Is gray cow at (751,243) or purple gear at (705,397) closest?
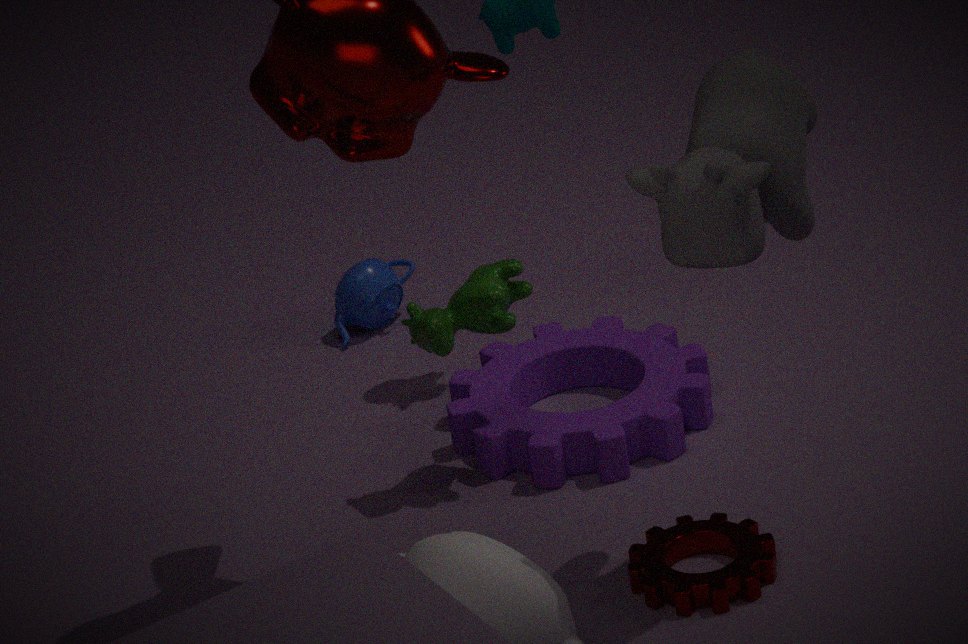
gray cow at (751,243)
